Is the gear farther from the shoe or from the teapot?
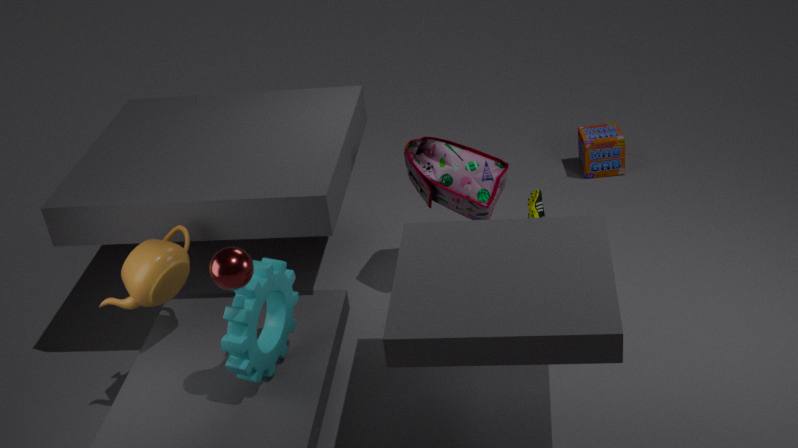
the shoe
